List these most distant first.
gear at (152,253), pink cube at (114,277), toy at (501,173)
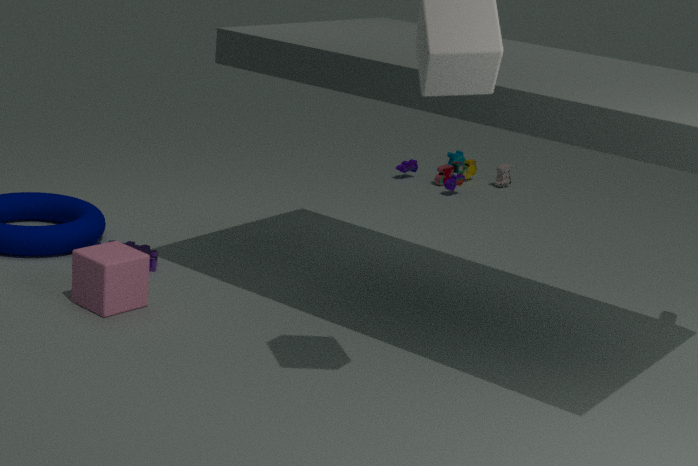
toy at (501,173)
gear at (152,253)
pink cube at (114,277)
